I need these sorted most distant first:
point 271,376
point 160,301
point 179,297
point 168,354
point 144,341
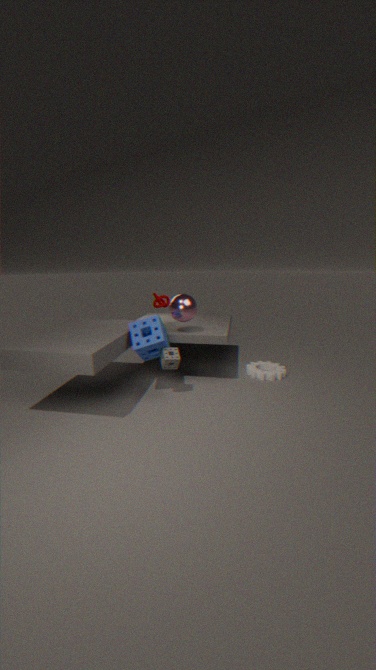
point 160,301
point 271,376
point 179,297
point 168,354
point 144,341
